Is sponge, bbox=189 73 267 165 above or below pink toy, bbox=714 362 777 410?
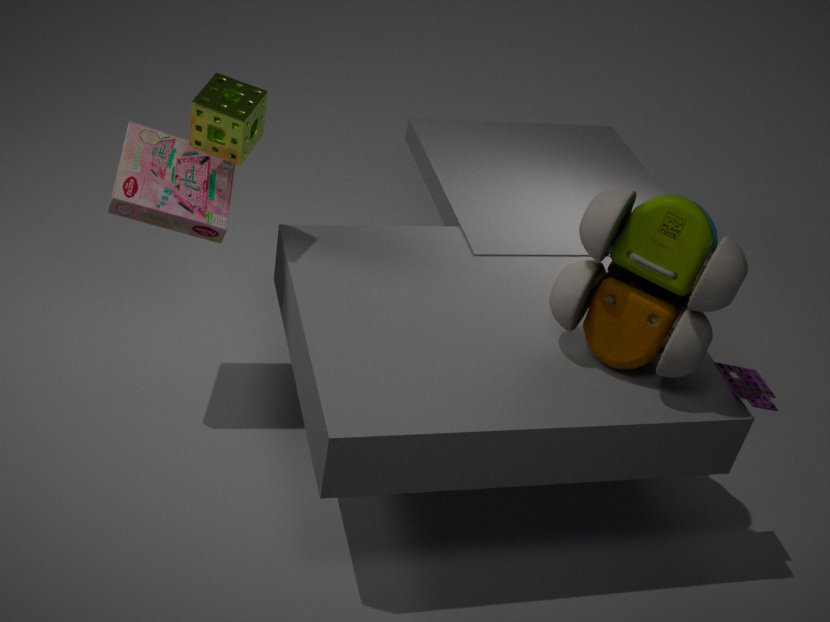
above
